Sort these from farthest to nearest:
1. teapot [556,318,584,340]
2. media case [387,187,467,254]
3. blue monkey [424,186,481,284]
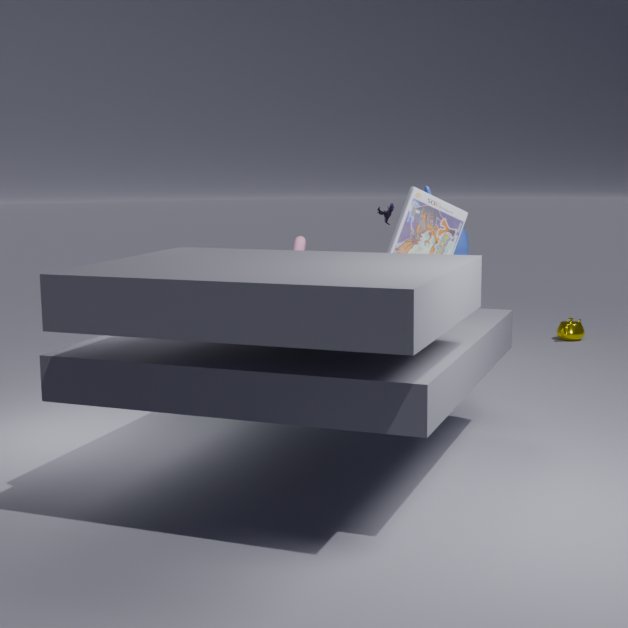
1. teapot [556,318,584,340]
2. blue monkey [424,186,481,284]
3. media case [387,187,467,254]
